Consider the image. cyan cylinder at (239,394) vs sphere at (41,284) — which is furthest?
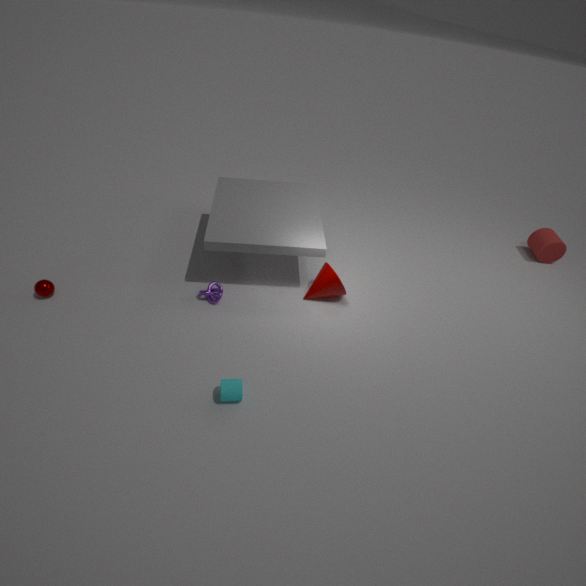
sphere at (41,284)
